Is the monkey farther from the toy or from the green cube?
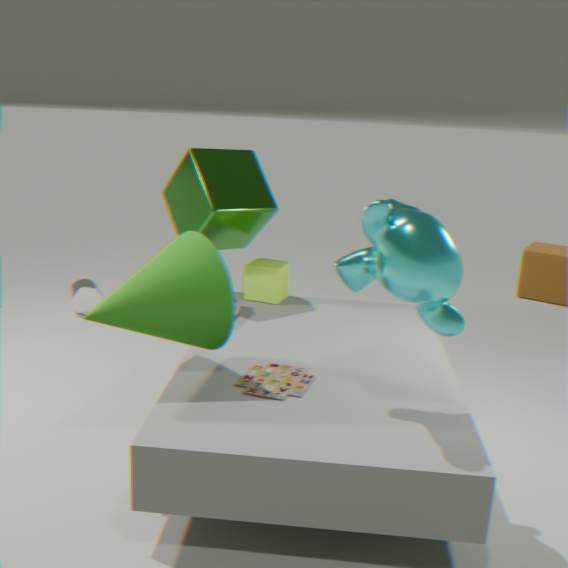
the green cube
